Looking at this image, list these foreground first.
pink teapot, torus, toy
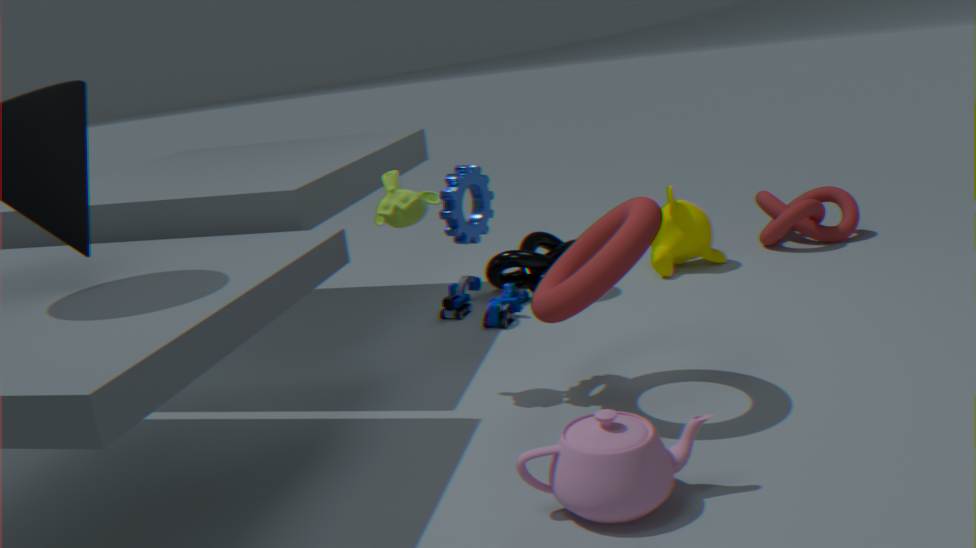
pink teapot → torus → toy
